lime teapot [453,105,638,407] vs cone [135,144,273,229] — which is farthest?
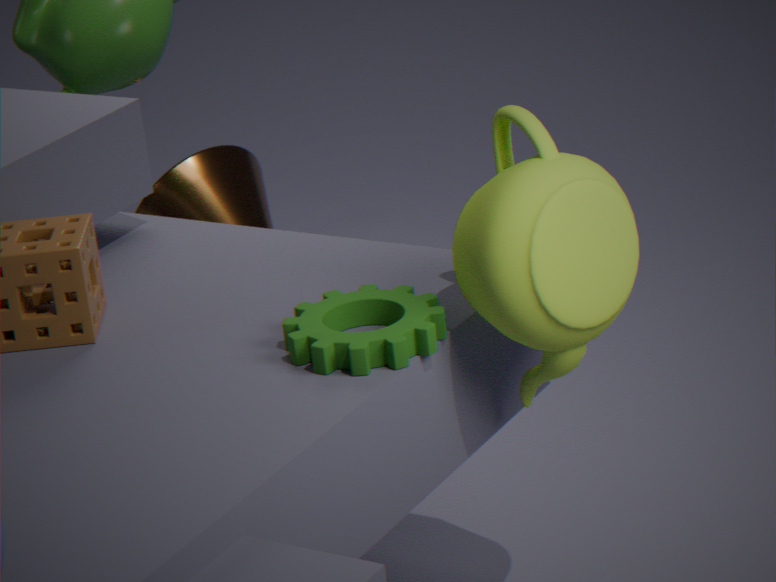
cone [135,144,273,229]
